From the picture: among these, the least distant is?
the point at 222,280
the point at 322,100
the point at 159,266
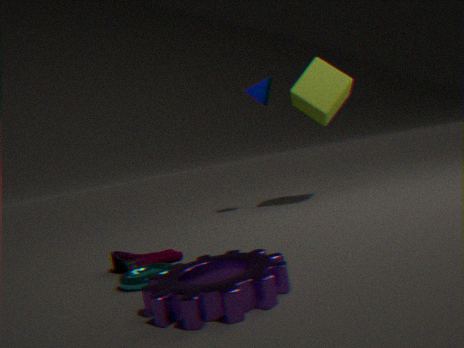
the point at 222,280
